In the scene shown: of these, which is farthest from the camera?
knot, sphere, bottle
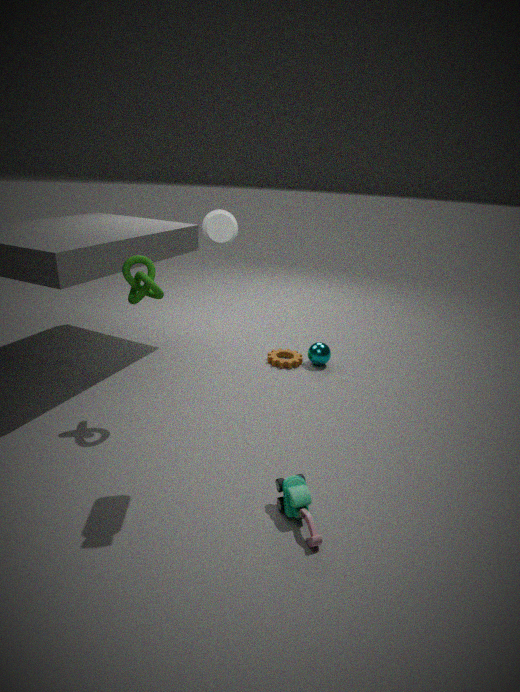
sphere
